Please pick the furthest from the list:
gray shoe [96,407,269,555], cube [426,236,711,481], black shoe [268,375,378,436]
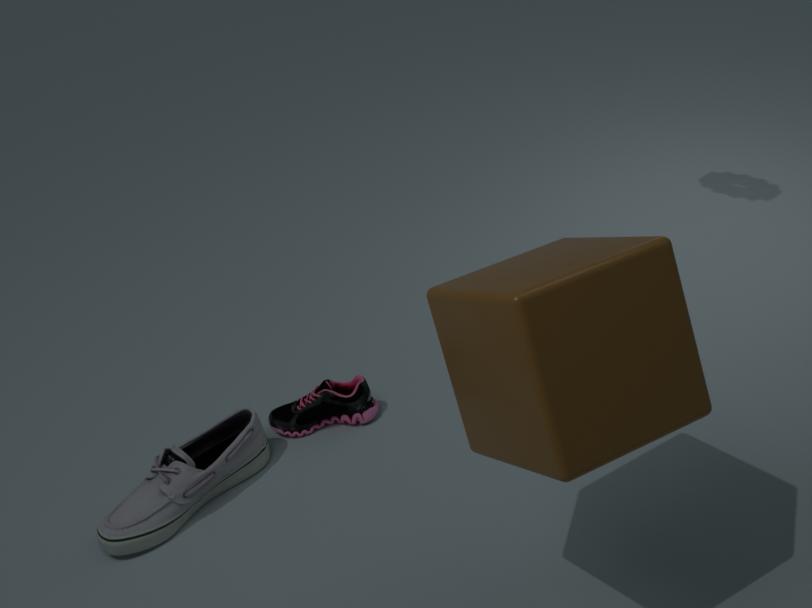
black shoe [268,375,378,436]
